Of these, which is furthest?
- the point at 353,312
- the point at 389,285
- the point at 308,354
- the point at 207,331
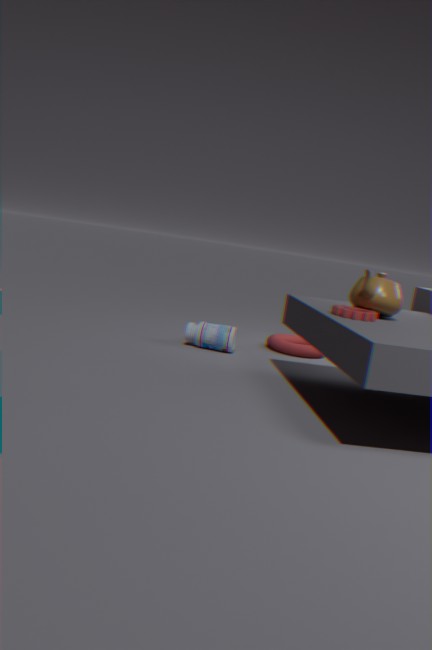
the point at 308,354
